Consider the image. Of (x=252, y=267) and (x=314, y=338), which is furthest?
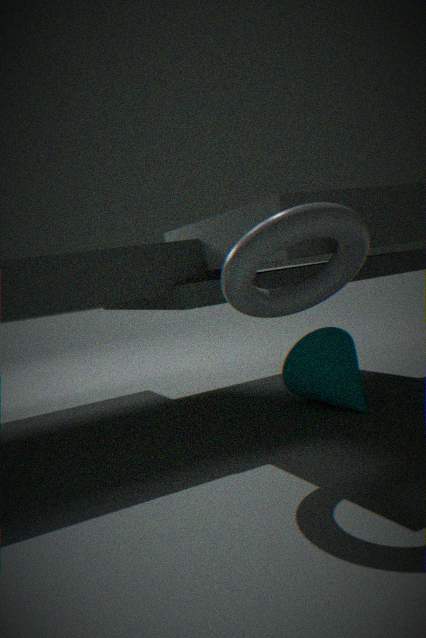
(x=314, y=338)
